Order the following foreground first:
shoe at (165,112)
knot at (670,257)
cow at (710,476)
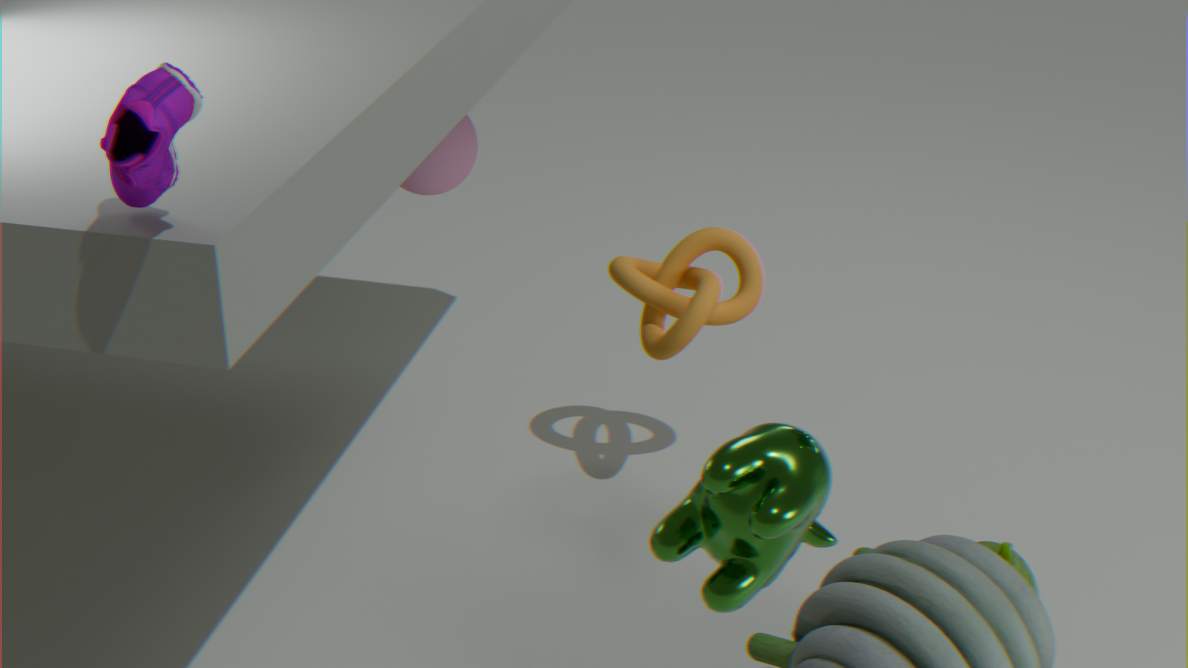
1. cow at (710,476)
2. shoe at (165,112)
3. knot at (670,257)
